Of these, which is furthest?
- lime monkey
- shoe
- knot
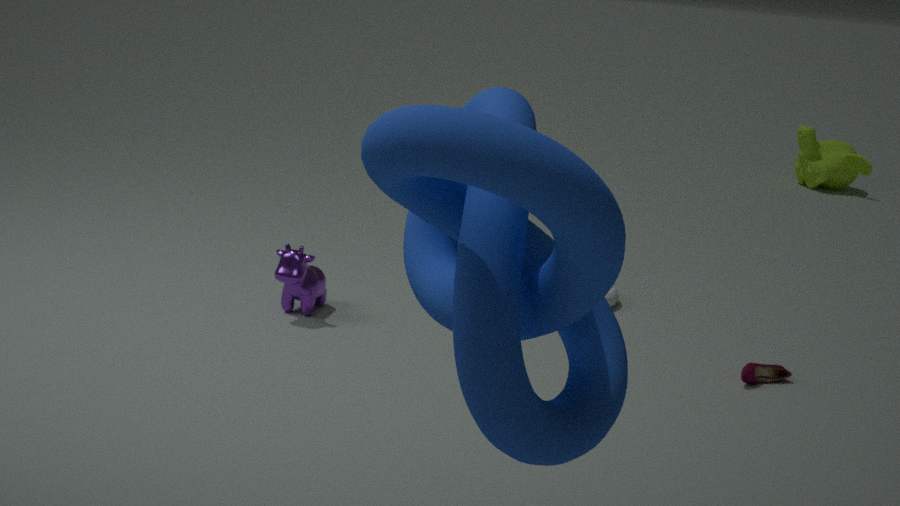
lime monkey
